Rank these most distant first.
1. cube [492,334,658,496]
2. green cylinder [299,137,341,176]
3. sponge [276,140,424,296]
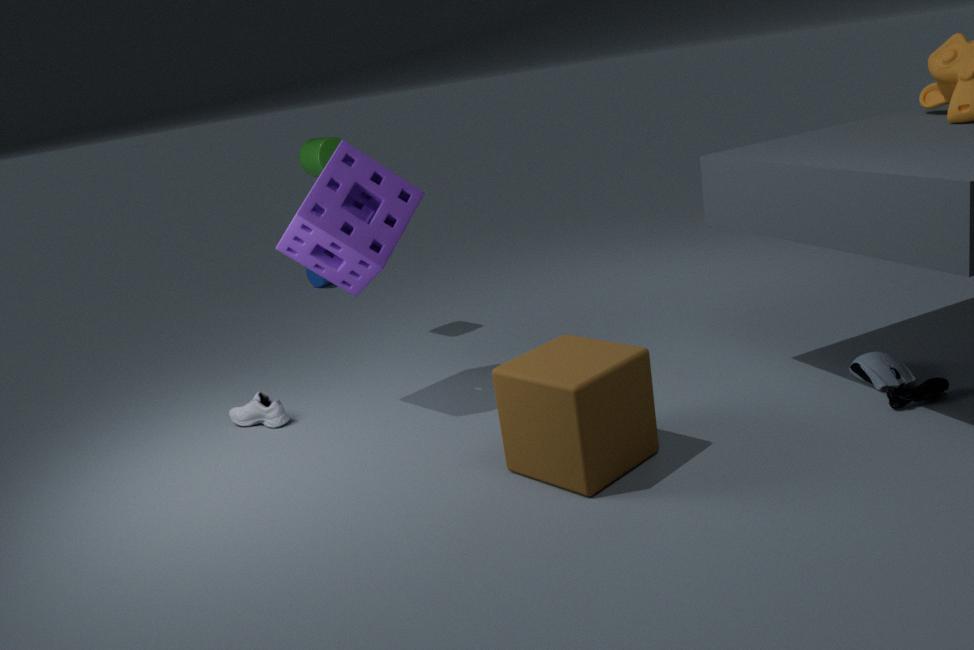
green cylinder [299,137,341,176], sponge [276,140,424,296], cube [492,334,658,496]
